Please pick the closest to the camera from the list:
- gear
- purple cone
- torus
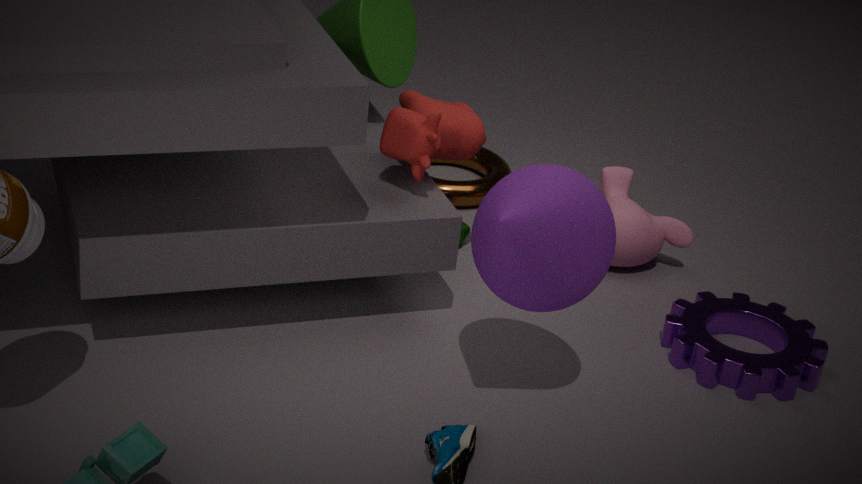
purple cone
